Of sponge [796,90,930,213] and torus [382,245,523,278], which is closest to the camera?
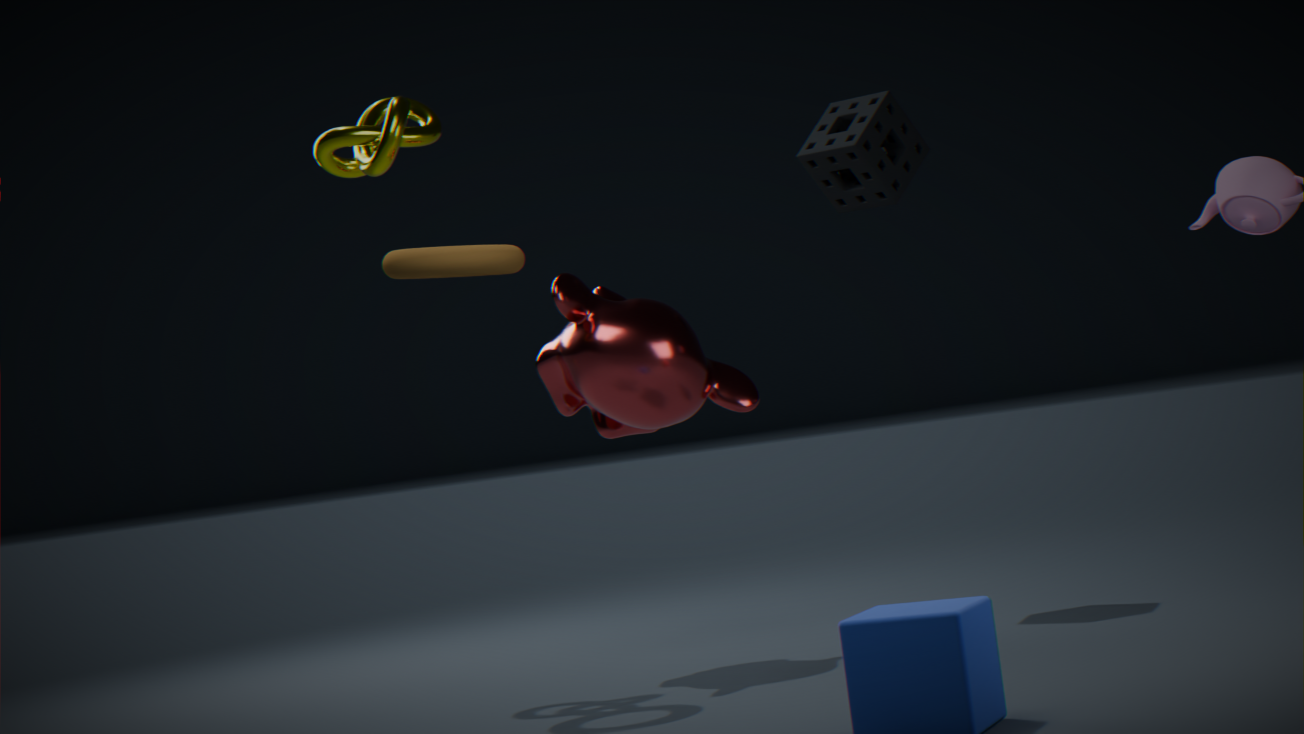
torus [382,245,523,278]
